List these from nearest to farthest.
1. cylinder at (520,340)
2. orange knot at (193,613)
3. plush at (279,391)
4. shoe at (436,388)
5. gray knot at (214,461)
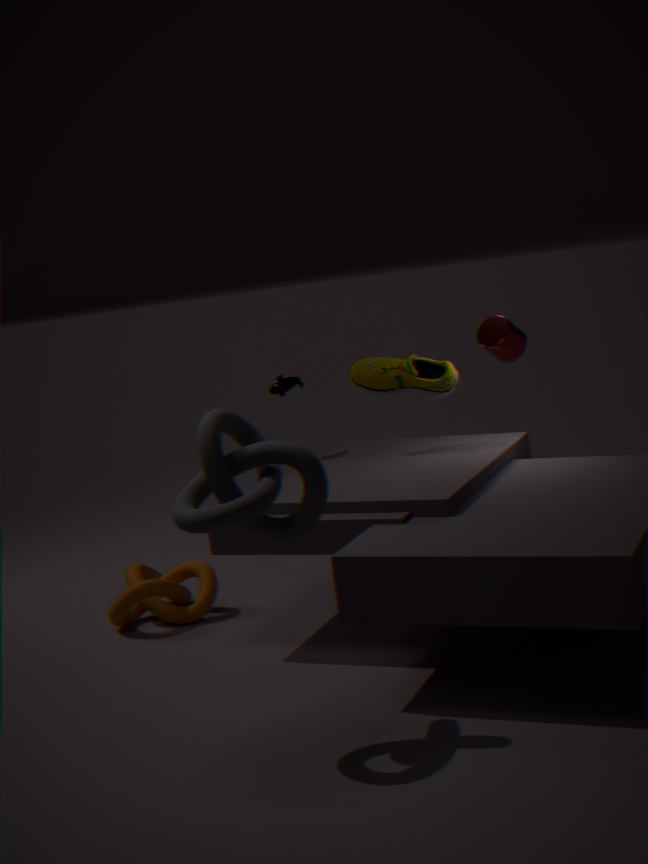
gray knot at (214,461) → orange knot at (193,613) → shoe at (436,388) → cylinder at (520,340) → plush at (279,391)
